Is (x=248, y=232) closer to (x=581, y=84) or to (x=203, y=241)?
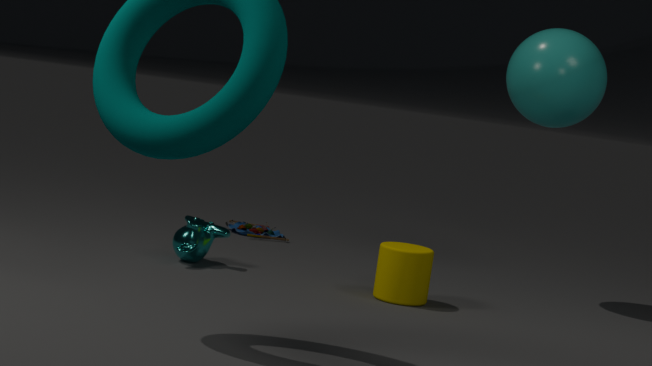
(x=203, y=241)
